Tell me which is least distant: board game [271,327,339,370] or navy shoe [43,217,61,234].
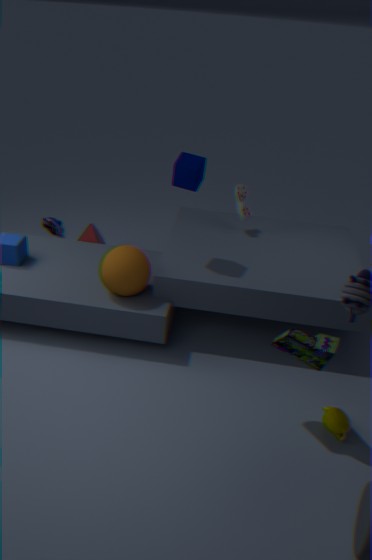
board game [271,327,339,370]
